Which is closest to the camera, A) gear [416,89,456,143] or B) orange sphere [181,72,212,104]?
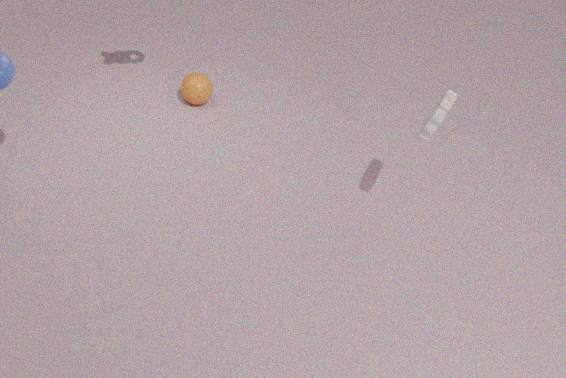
A. gear [416,89,456,143]
